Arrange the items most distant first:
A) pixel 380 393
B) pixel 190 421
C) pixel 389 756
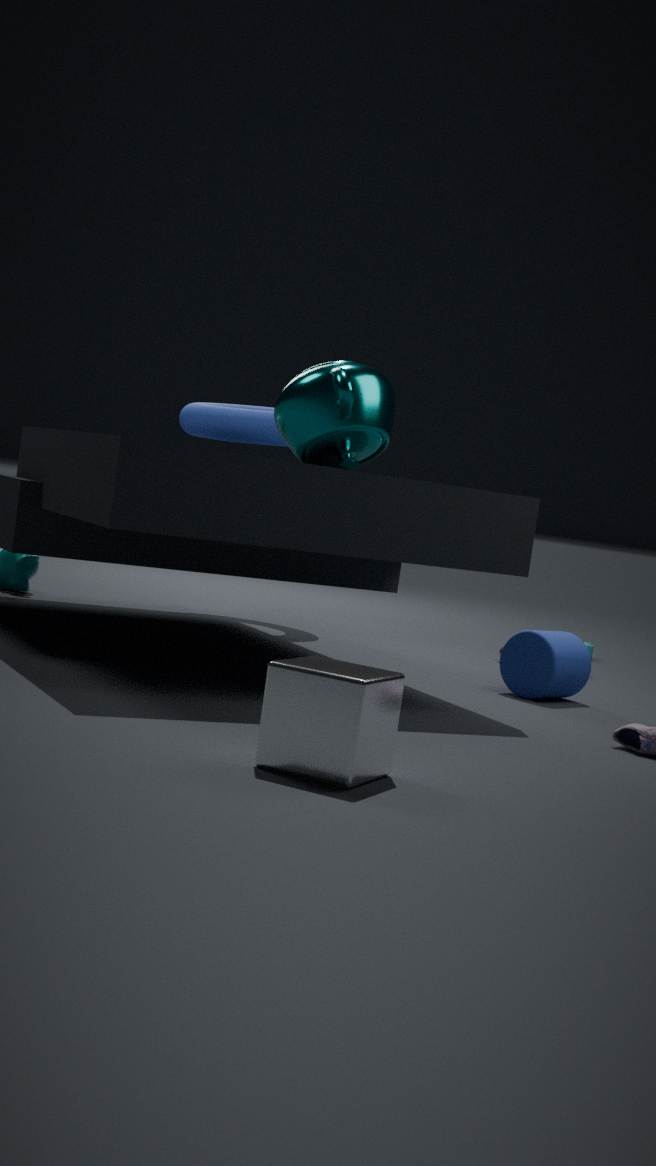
pixel 190 421 → pixel 380 393 → pixel 389 756
